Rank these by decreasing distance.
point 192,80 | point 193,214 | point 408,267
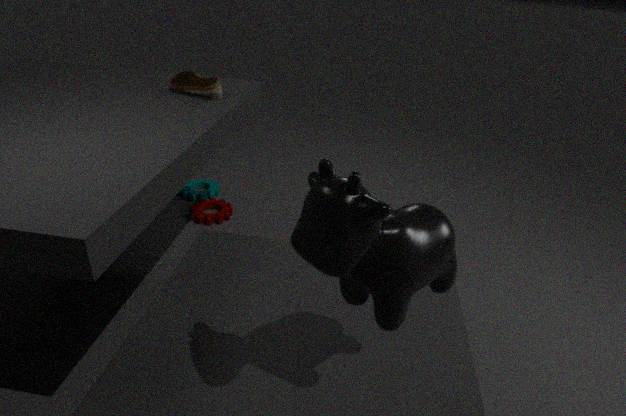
point 193,214, point 192,80, point 408,267
